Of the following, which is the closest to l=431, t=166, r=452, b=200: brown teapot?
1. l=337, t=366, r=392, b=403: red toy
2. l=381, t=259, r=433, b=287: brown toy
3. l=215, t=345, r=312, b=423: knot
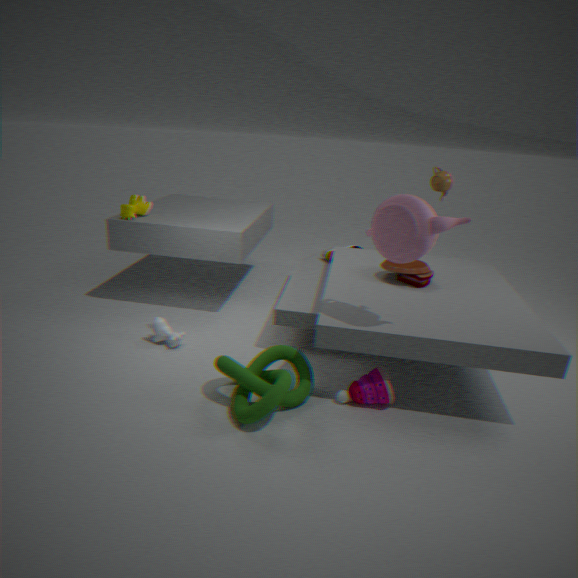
l=381, t=259, r=433, b=287: brown toy
